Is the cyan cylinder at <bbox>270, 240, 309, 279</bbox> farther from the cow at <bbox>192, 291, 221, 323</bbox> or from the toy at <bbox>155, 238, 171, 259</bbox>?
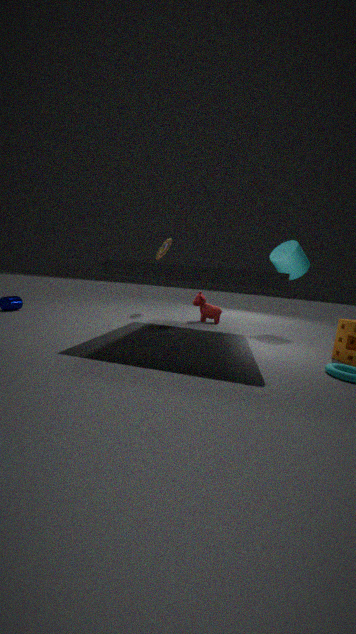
the toy at <bbox>155, 238, 171, 259</bbox>
